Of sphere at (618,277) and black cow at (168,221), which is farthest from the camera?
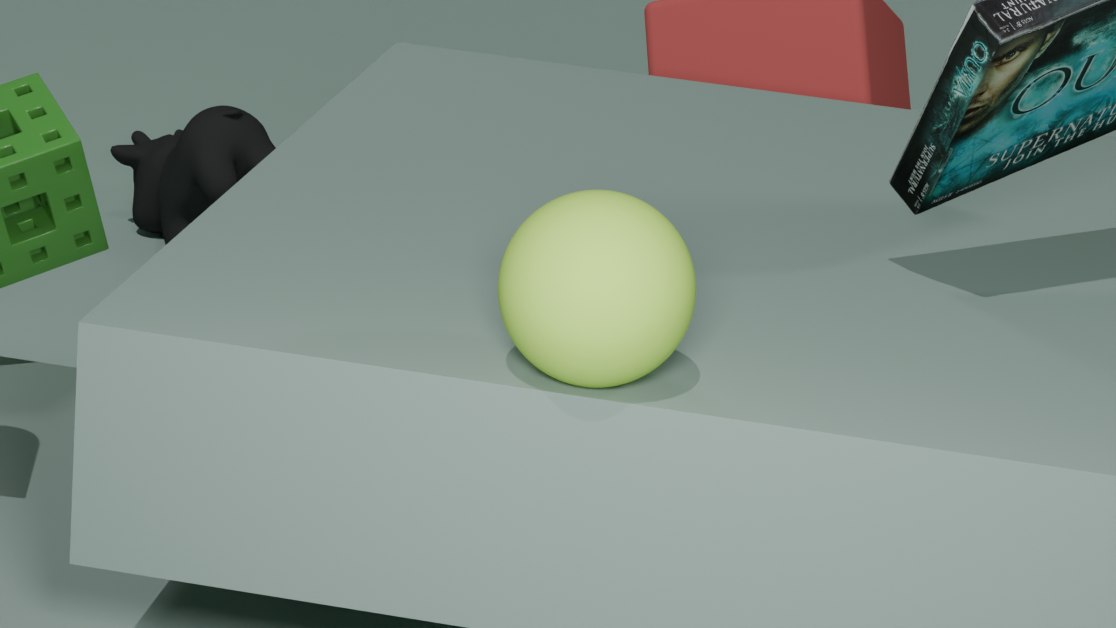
black cow at (168,221)
